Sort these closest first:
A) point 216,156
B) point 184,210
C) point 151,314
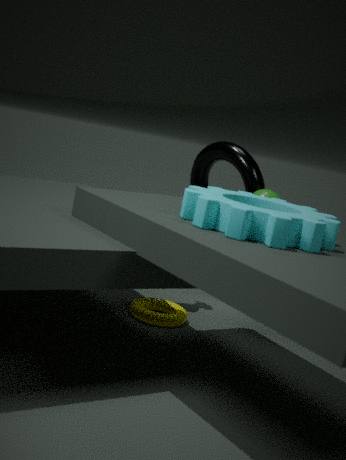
1. point 184,210
2. point 151,314
3. point 216,156
